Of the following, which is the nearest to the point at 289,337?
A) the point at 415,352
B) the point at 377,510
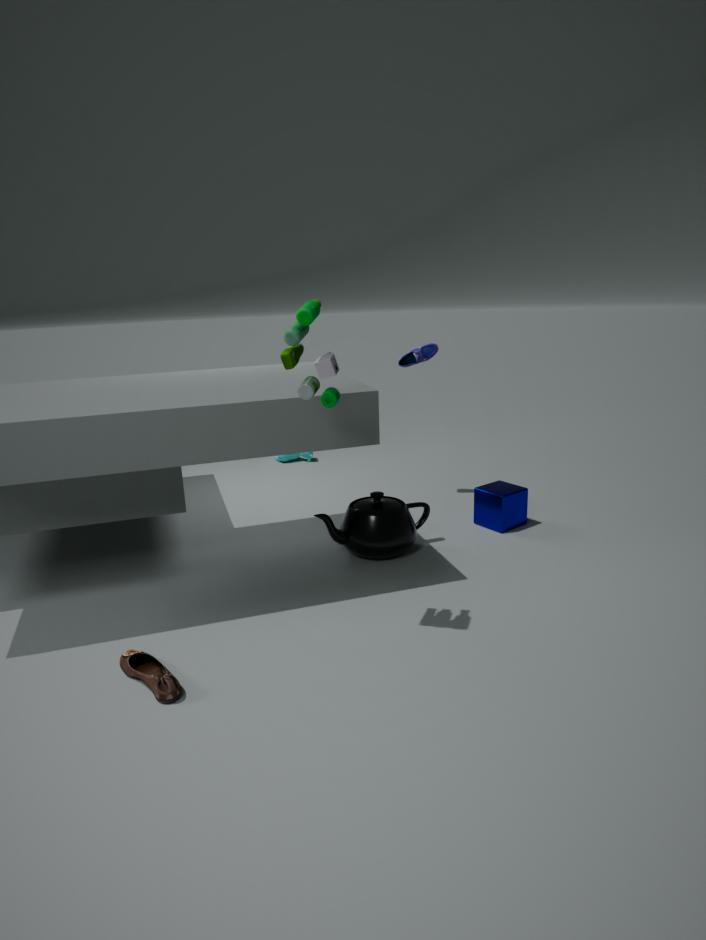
the point at 377,510
